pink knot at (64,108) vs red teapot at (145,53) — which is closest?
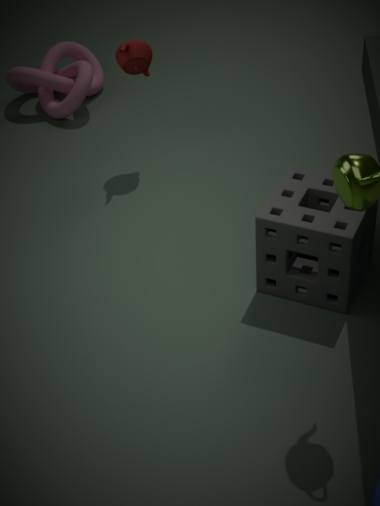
red teapot at (145,53)
